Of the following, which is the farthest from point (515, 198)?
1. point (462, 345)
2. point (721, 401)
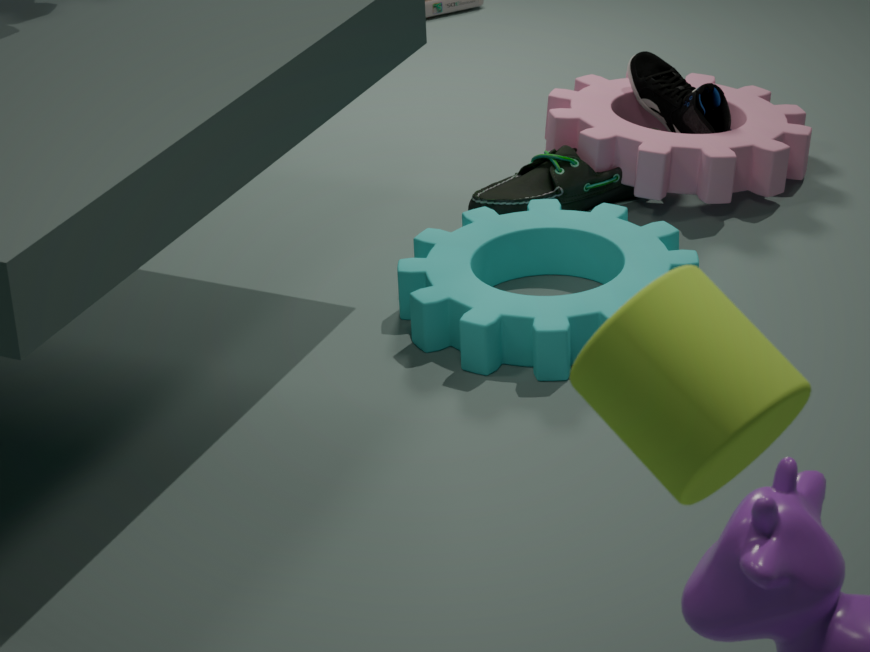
point (721, 401)
